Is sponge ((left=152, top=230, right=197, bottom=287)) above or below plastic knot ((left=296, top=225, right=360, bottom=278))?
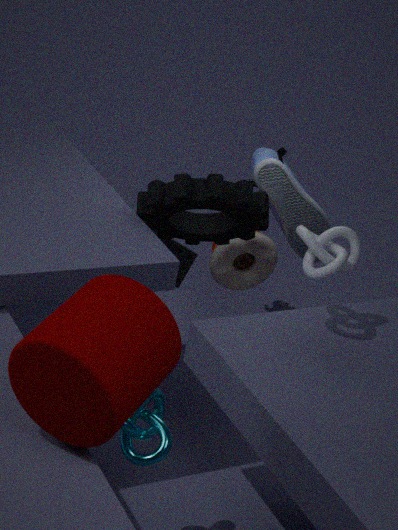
below
